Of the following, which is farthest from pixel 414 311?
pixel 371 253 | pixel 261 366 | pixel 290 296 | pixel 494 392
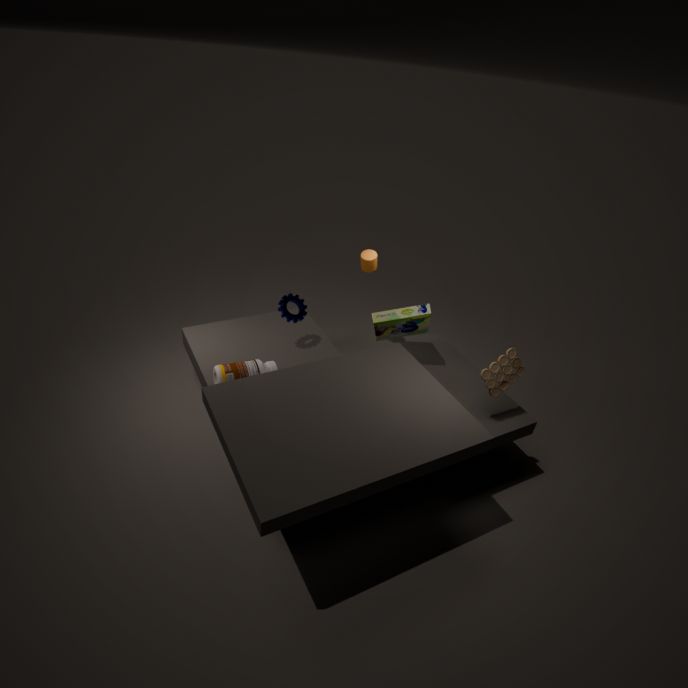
pixel 261 366
